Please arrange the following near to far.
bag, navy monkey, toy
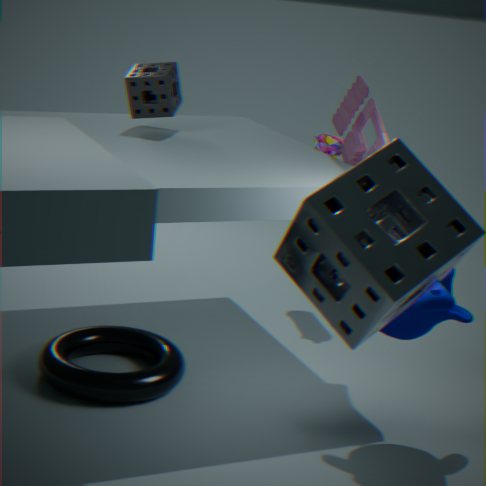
navy monkey
toy
bag
